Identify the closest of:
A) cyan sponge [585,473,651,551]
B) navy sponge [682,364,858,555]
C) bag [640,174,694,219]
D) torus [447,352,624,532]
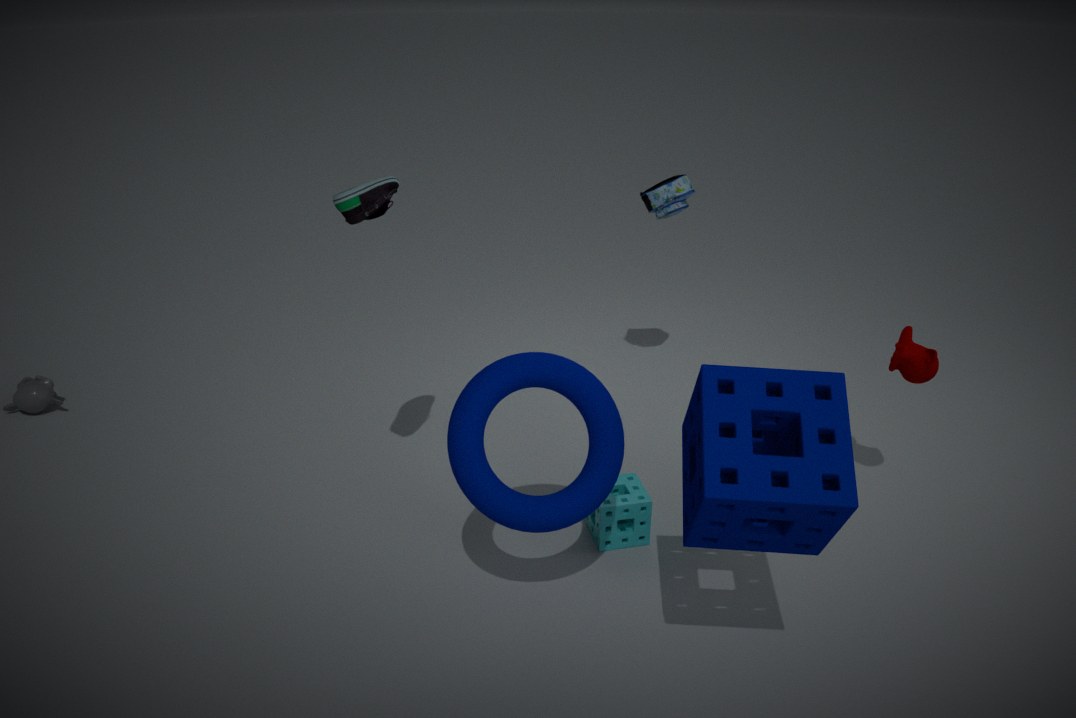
navy sponge [682,364,858,555]
